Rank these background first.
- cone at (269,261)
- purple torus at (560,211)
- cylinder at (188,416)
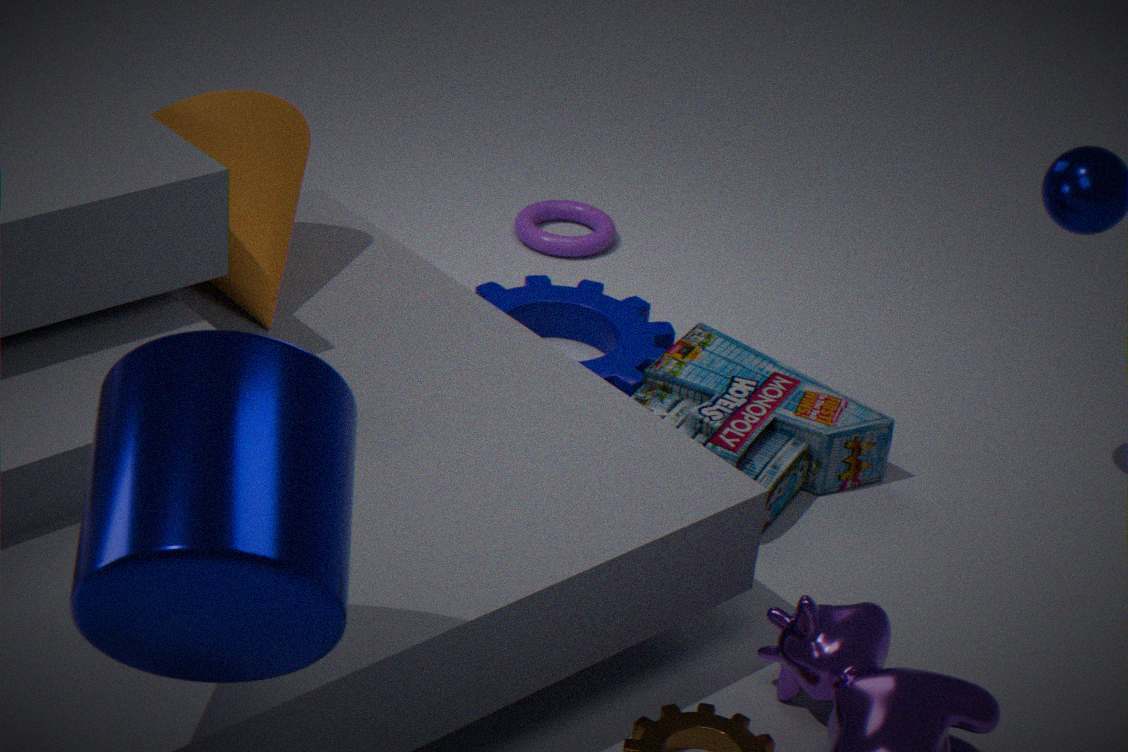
purple torus at (560,211) < cone at (269,261) < cylinder at (188,416)
